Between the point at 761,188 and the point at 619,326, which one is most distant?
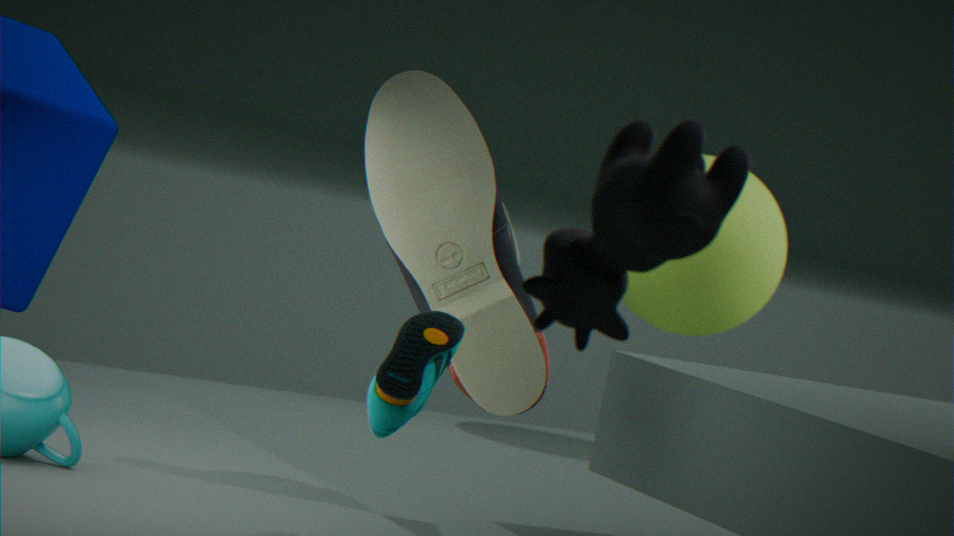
the point at 761,188
